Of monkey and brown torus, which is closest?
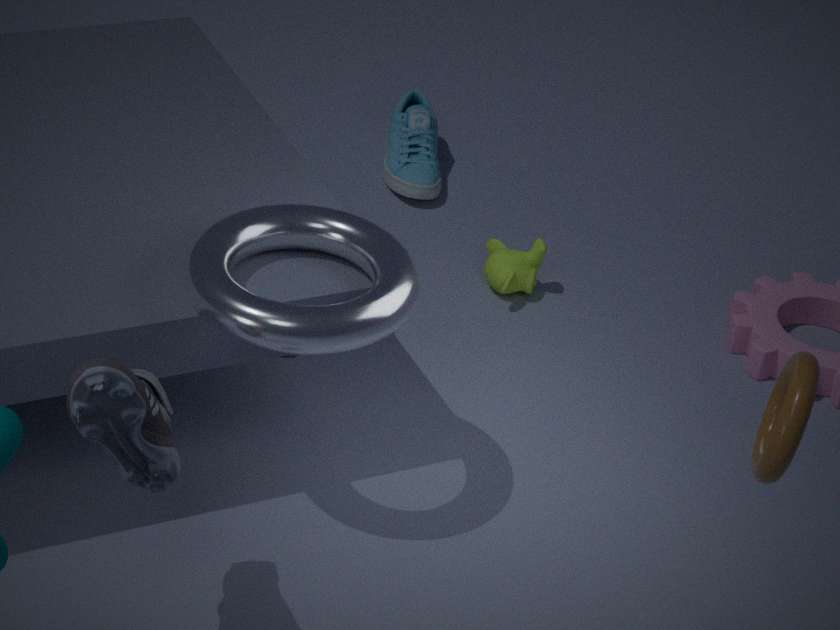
brown torus
